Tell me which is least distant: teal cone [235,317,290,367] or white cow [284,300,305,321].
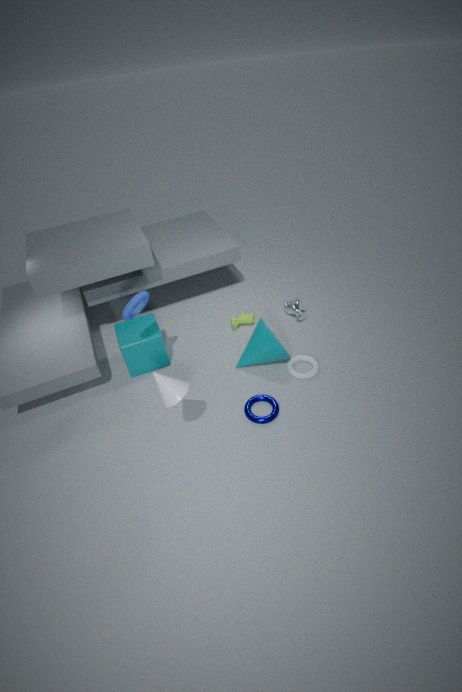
teal cone [235,317,290,367]
